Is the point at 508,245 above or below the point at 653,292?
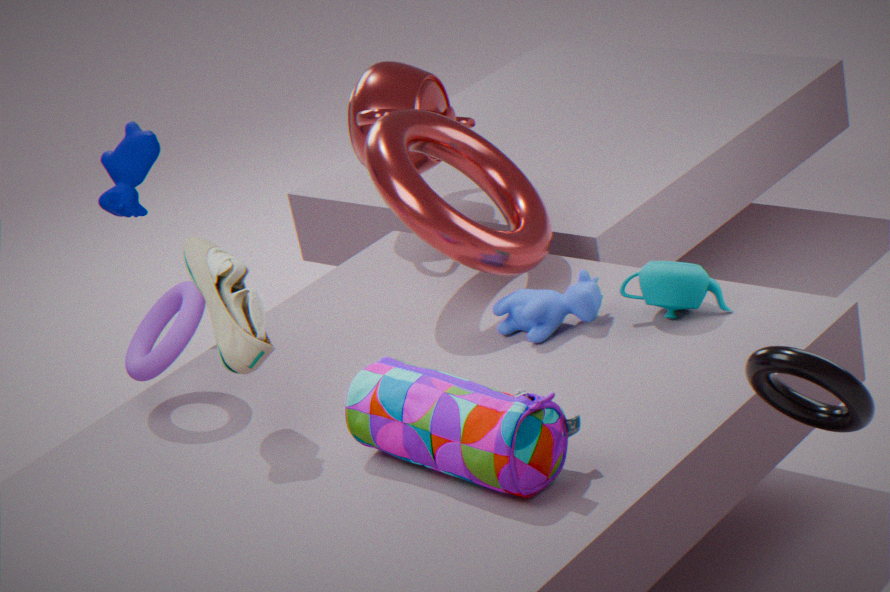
above
